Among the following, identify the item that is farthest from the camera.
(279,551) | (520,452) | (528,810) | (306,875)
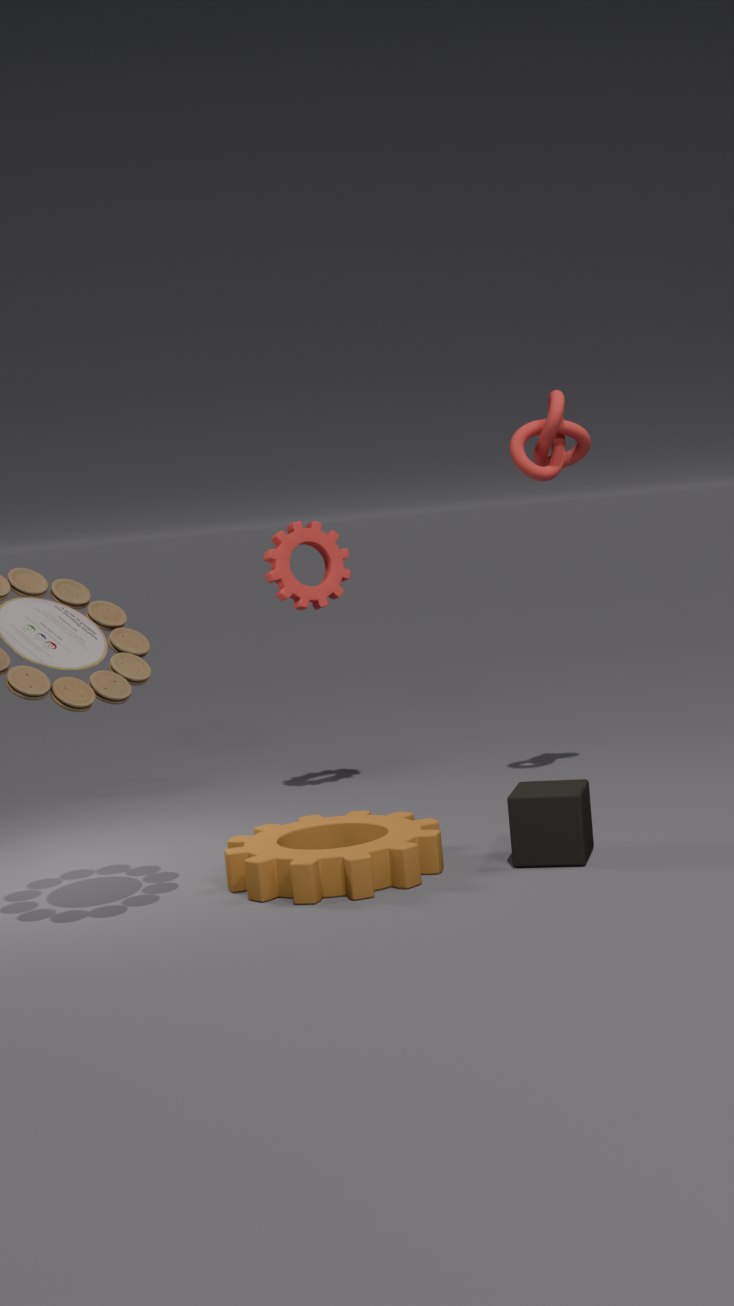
(279,551)
